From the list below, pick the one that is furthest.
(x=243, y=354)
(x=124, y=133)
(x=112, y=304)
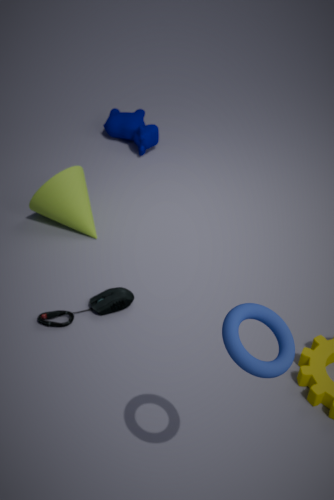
(x=124, y=133)
